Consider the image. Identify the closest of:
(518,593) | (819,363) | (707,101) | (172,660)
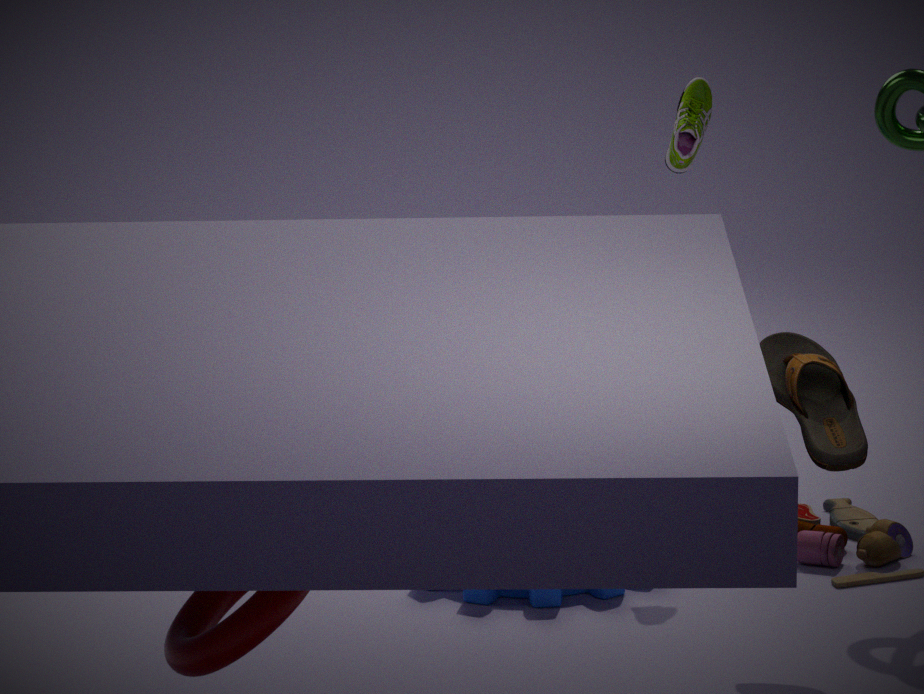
(172,660)
